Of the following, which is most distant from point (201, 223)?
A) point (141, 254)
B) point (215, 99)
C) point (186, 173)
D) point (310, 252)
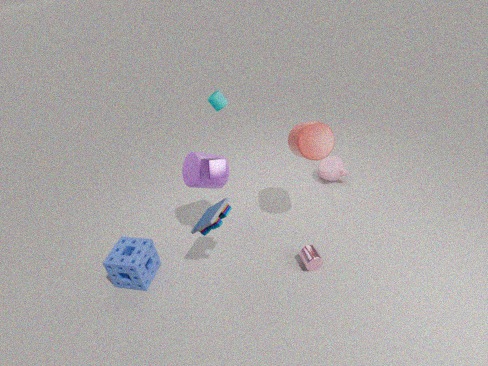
point (215, 99)
